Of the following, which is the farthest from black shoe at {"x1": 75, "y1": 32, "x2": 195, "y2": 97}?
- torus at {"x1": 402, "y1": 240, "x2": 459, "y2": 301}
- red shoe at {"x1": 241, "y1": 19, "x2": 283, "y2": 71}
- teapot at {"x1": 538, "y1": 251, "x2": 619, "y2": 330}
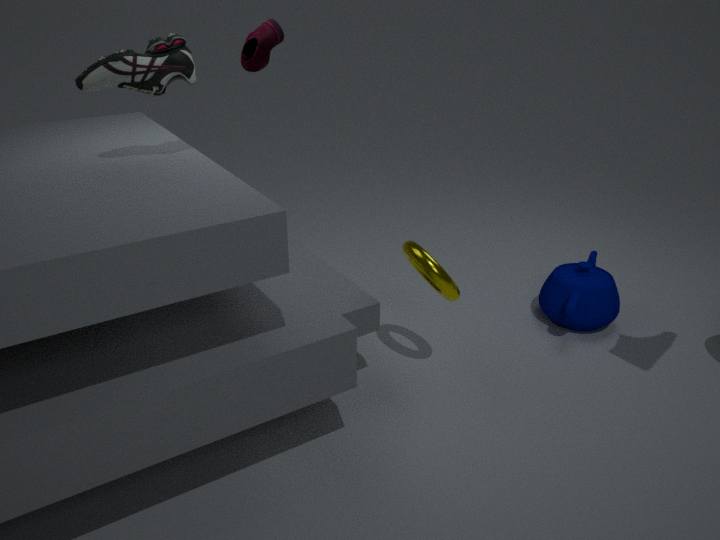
teapot at {"x1": 538, "y1": 251, "x2": 619, "y2": 330}
